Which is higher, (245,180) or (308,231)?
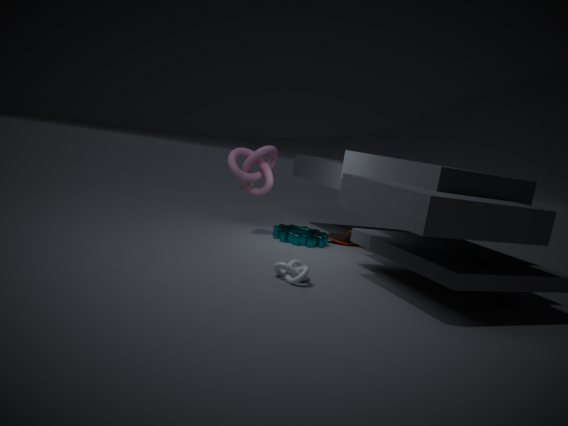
(245,180)
